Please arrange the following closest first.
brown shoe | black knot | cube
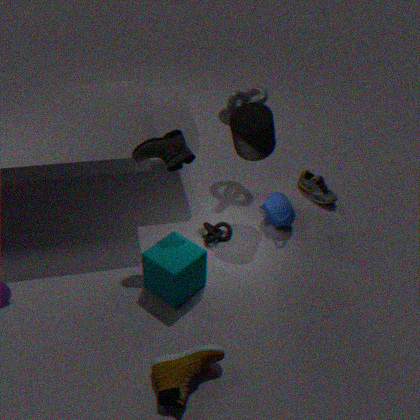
brown shoe, cube, black knot
